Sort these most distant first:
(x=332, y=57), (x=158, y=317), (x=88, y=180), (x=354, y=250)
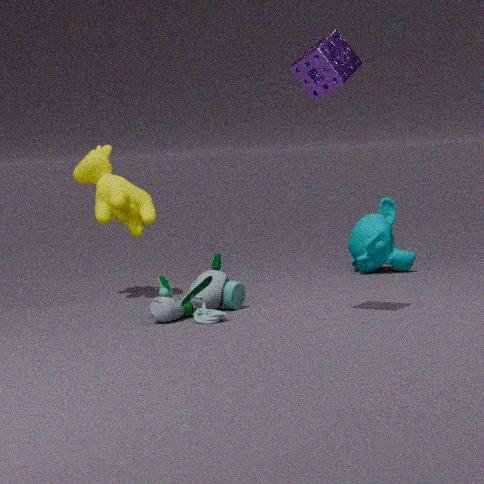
(x=354, y=250) < (x=88, y=180) < (x=158, y=317) < (x=332, y=57)
